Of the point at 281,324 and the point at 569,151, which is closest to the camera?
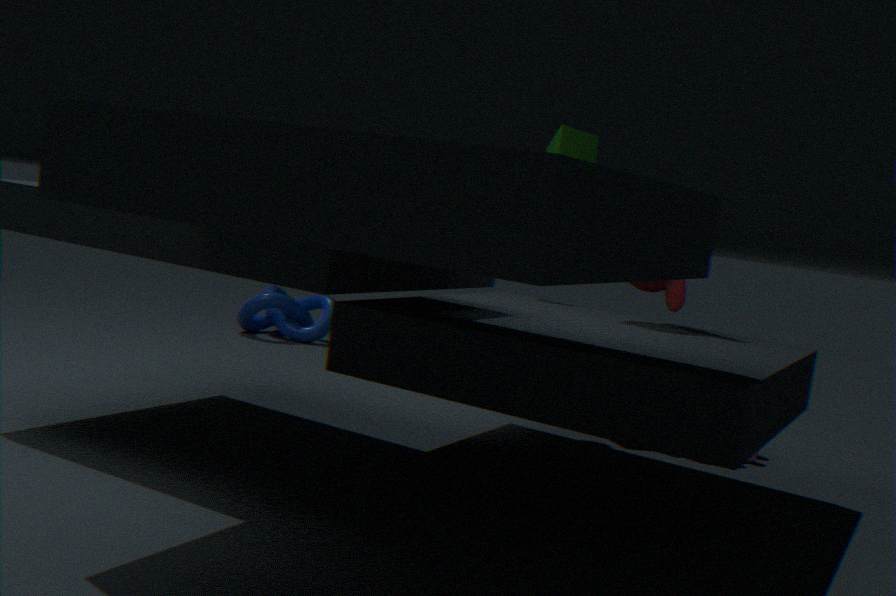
the point at 569,151
